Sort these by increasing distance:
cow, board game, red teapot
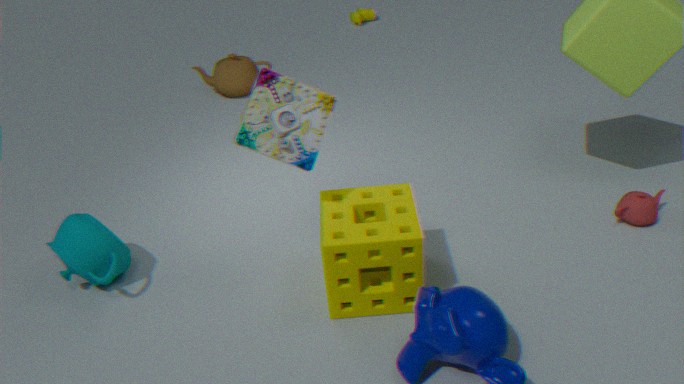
board game < red teapot < cow
